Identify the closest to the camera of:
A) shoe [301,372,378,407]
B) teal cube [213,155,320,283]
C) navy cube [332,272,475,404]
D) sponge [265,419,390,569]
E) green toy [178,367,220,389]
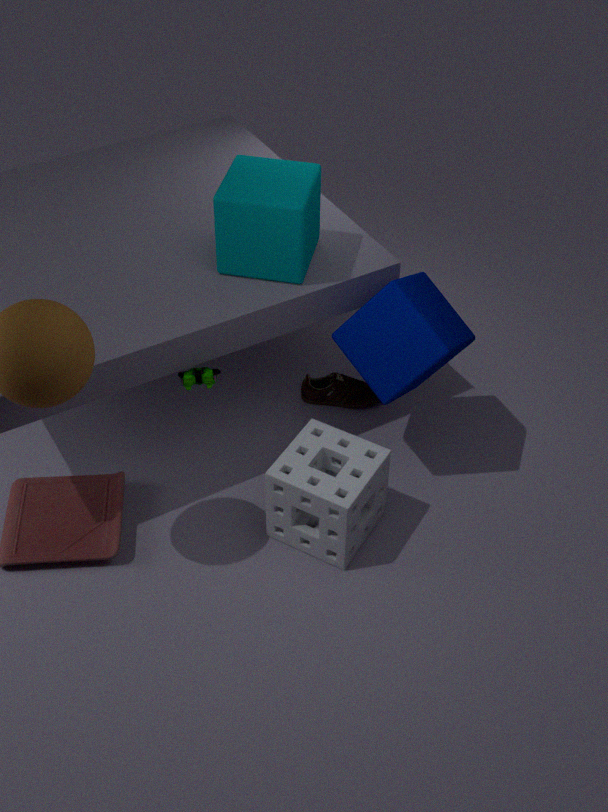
sponge [265,419,390,569]
